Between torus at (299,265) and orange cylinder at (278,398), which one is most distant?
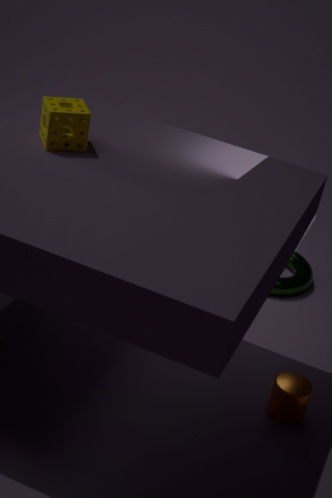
torus at (299,265)
